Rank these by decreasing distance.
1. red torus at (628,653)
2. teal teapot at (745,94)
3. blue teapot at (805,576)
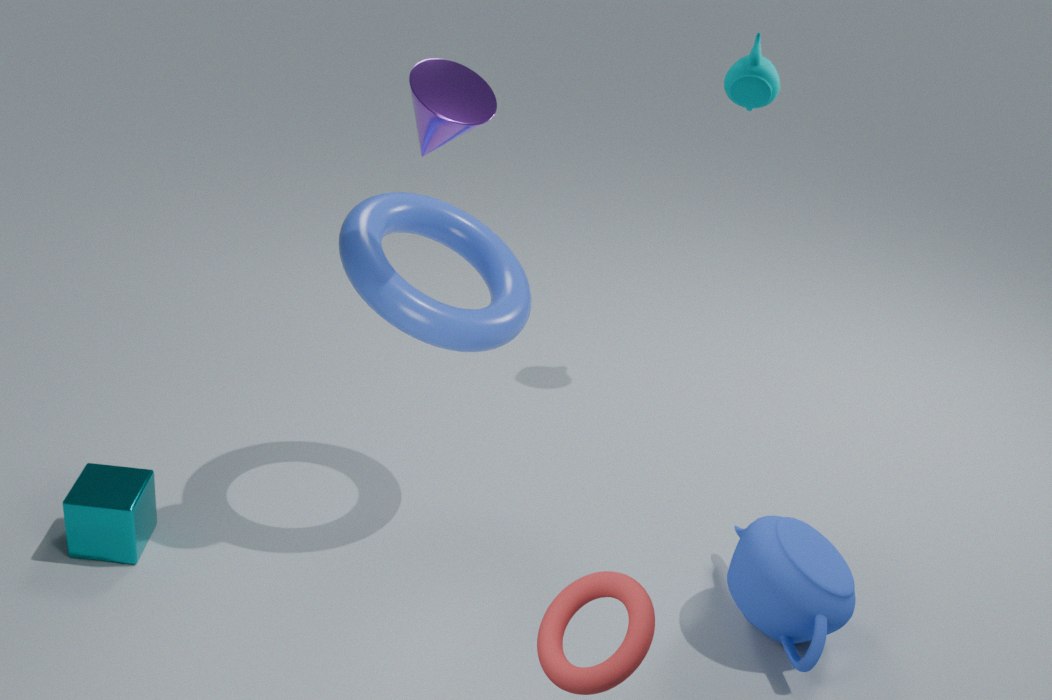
teal teapot at (745,94) → blue teapot at (805,576) → red torus at (628,653)
